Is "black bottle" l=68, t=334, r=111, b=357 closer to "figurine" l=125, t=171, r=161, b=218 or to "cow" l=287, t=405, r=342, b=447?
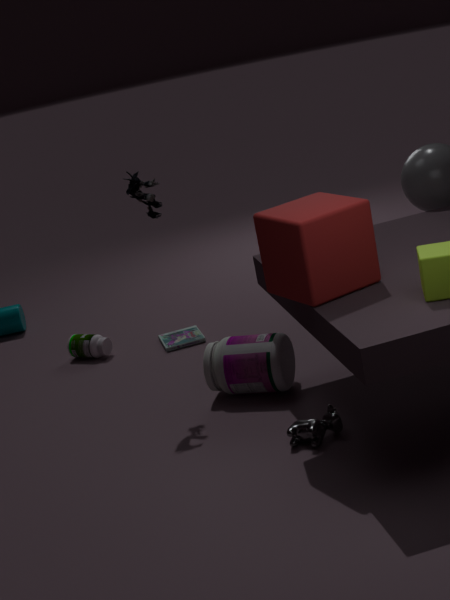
"figurine" l=125, t=171, r=161, b=218
